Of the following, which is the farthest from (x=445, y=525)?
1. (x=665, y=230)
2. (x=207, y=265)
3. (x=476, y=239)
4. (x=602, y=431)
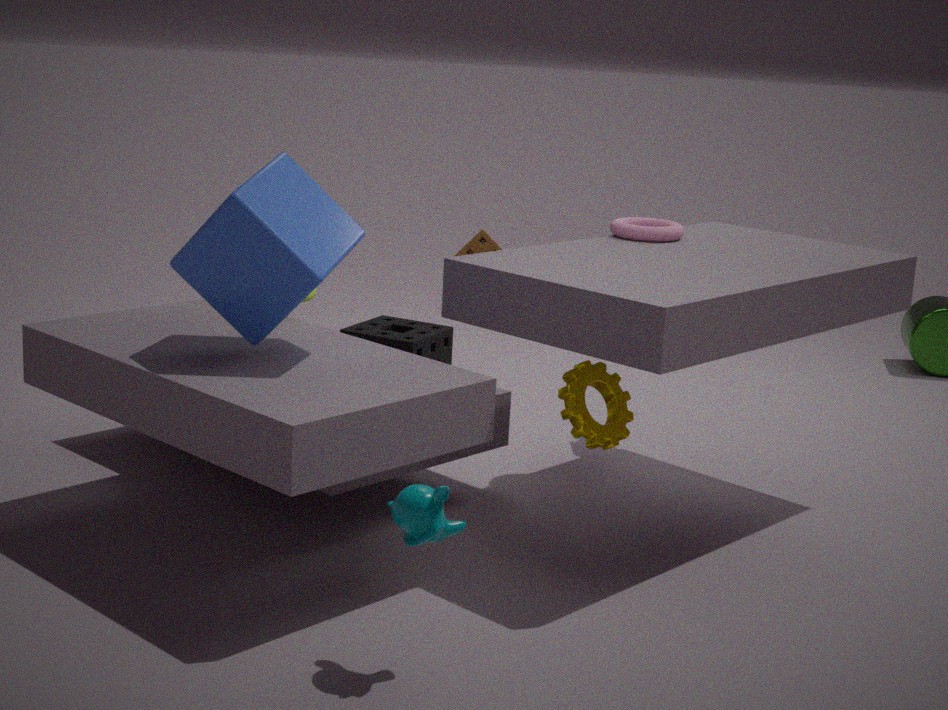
(x=665, y=230)
